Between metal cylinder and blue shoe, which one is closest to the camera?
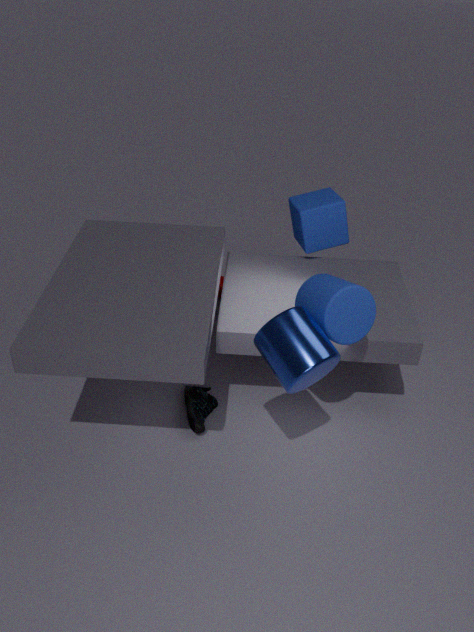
metal cylinder
